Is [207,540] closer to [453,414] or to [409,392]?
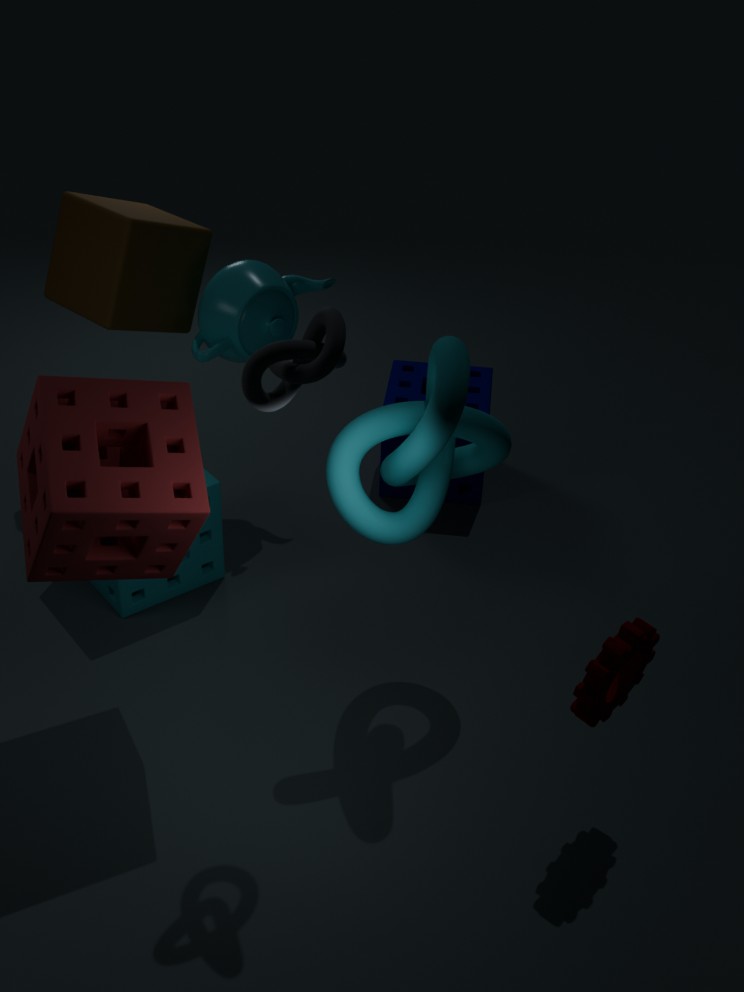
[453,414]
